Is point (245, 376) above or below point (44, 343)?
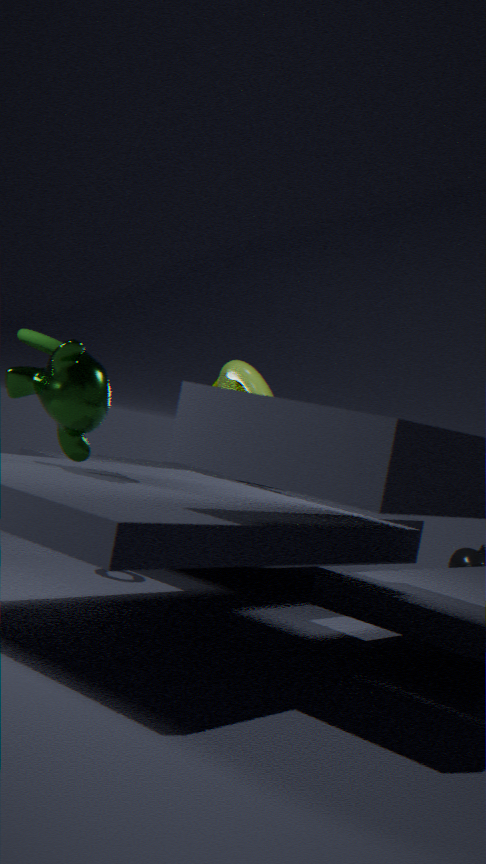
below
